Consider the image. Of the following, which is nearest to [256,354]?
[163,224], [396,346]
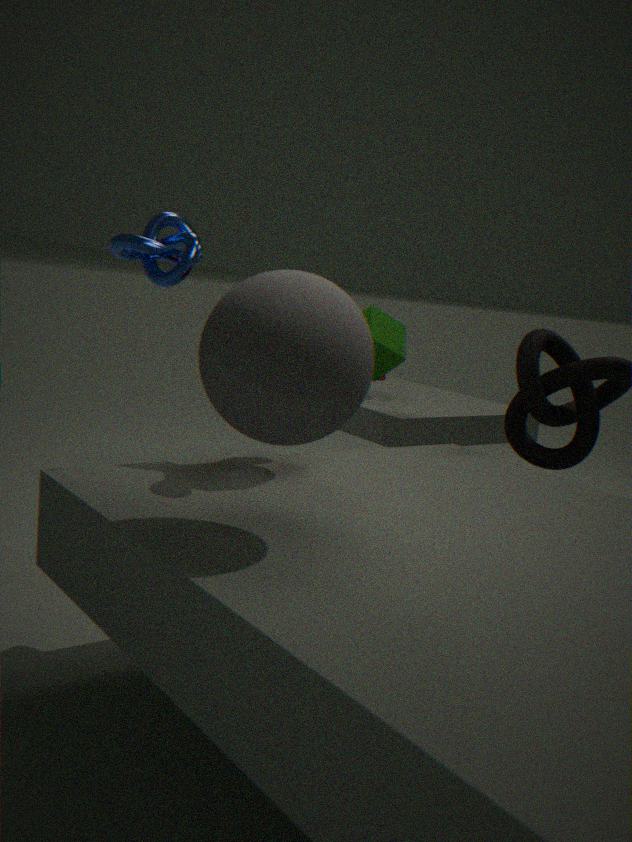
[163,224]
